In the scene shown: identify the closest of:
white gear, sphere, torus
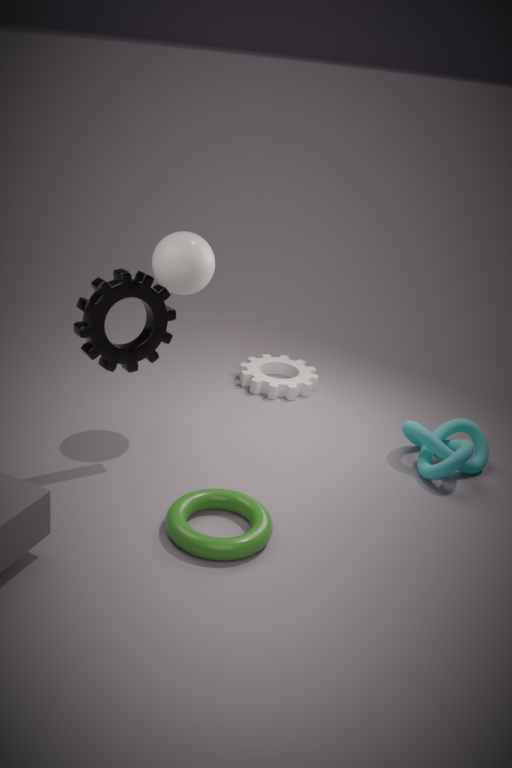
torus
